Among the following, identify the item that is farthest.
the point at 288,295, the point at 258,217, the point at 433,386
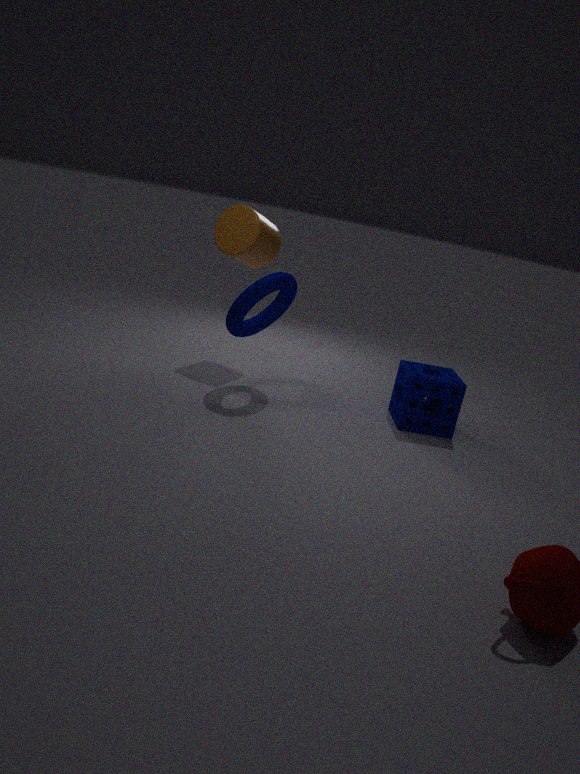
the point at 258,217
